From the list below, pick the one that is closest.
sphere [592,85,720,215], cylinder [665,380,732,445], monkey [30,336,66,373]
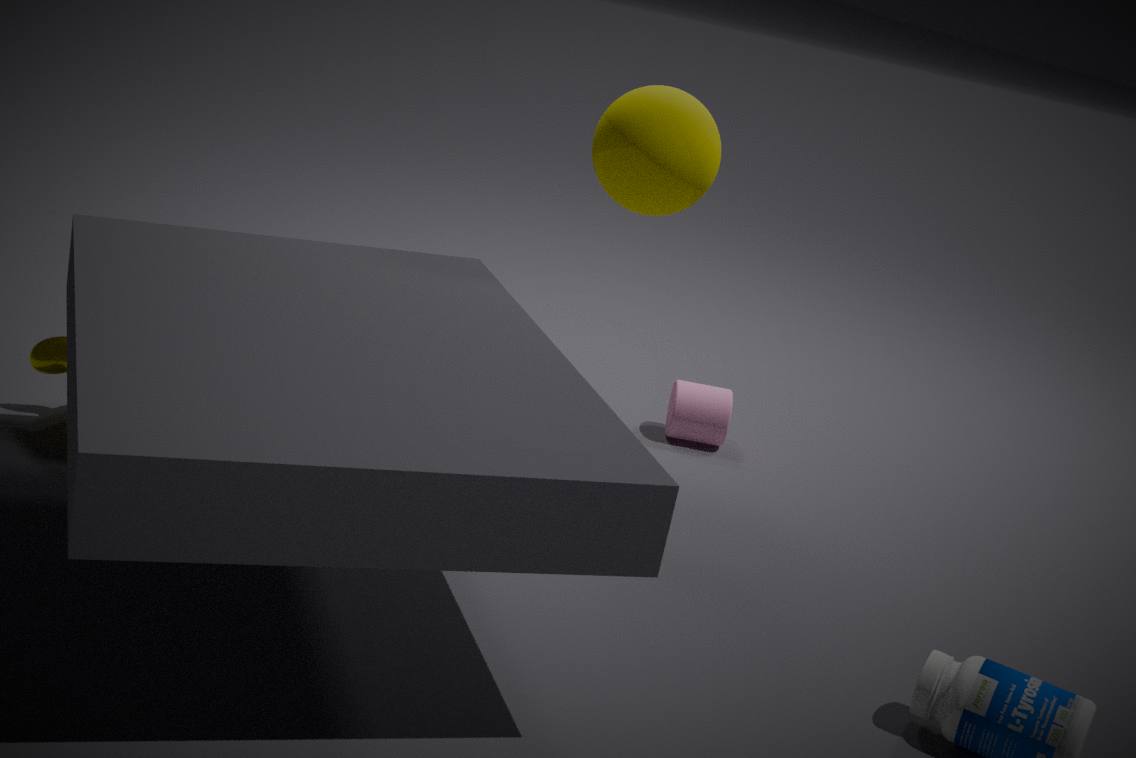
monkey [30,336,66,373]
